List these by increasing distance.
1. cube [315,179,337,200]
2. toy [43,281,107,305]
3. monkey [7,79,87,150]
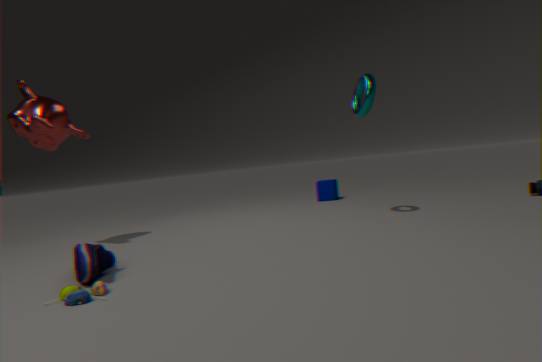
toy [43,281,107,305], monkey [7,79,87,150], cube [315,179,337,200]
